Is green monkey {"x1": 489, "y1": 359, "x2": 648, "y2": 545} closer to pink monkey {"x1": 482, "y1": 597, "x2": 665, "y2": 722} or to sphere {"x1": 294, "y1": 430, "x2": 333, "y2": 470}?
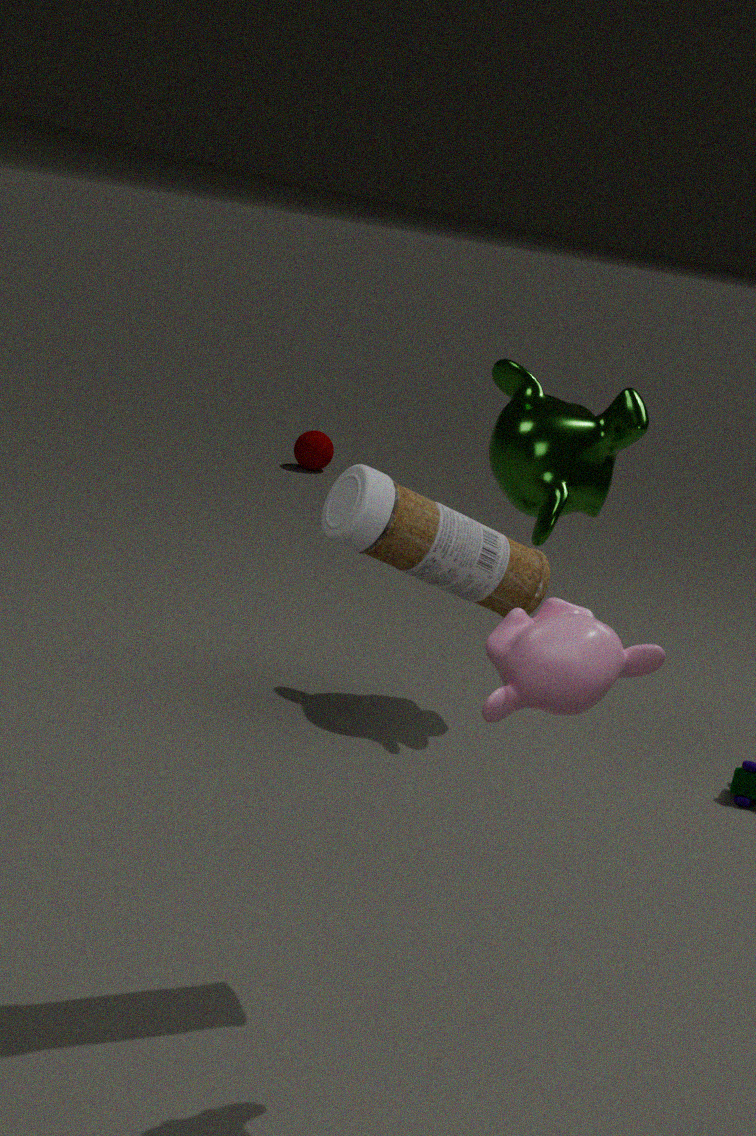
pink monkey {"x1": 482, "y1": 597, "x2": 665, "y2": 722}
